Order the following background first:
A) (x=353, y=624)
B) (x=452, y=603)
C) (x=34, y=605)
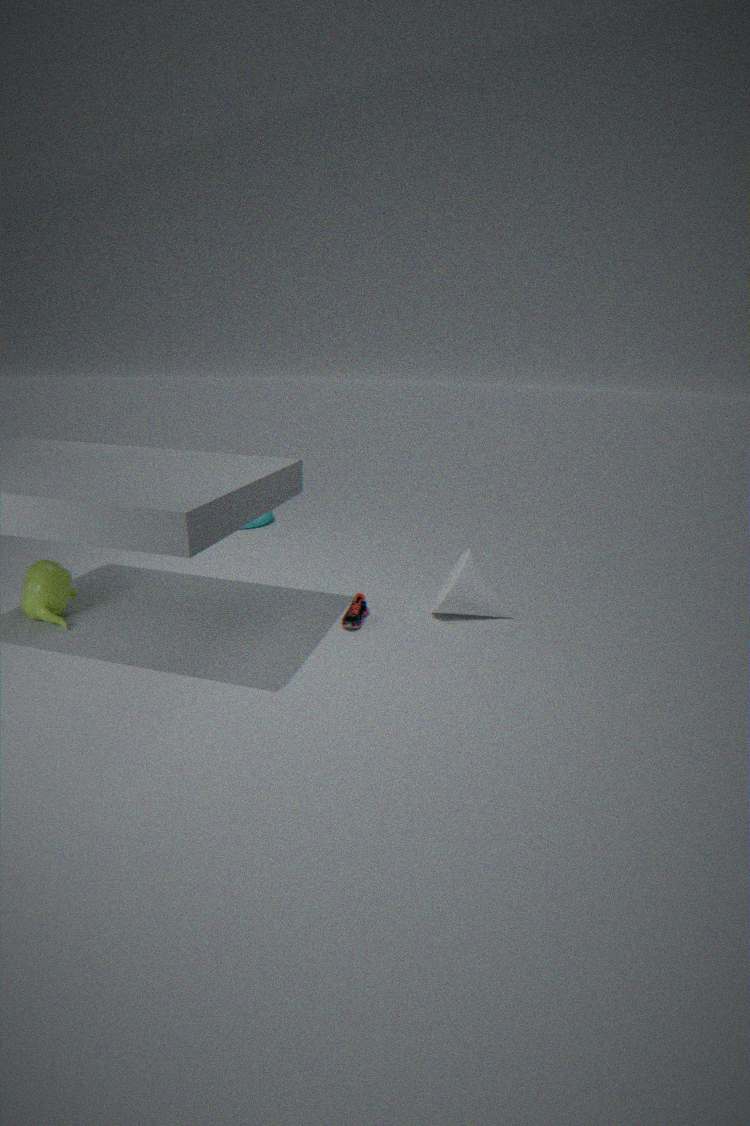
(x=452, y=603) < (x=353, y=624) < (x=34, y=605)
